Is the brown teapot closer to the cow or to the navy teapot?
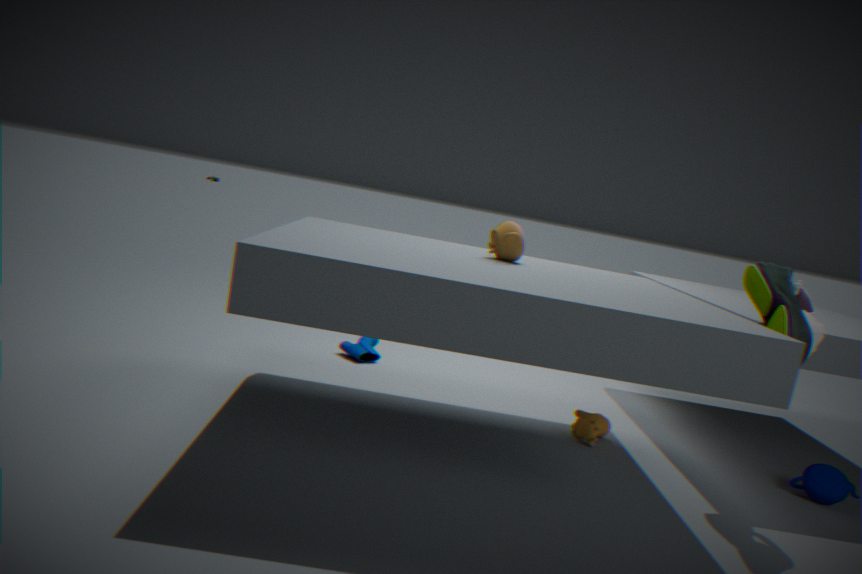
the cow
